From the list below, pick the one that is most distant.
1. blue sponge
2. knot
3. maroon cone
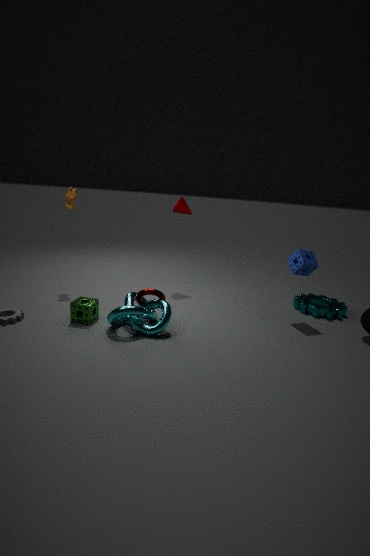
maroon cone
